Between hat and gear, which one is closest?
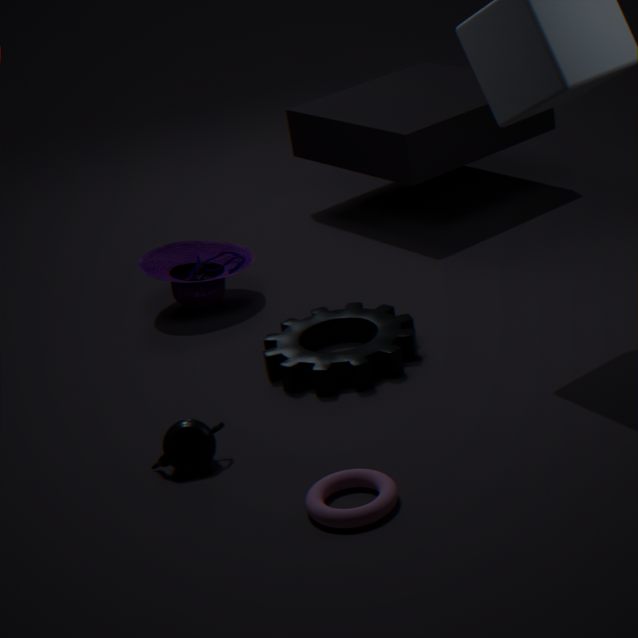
gear
